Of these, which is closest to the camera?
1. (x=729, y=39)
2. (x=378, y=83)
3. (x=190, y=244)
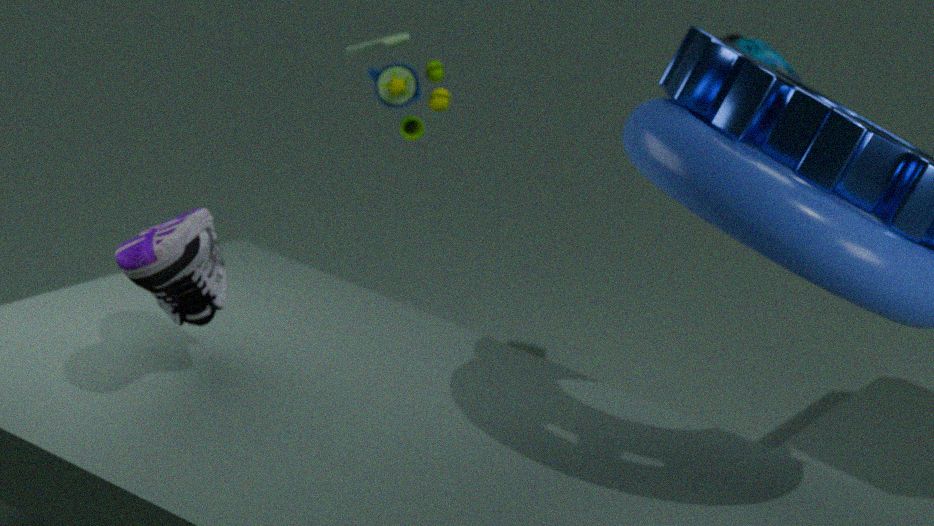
(x=190, y=244)
